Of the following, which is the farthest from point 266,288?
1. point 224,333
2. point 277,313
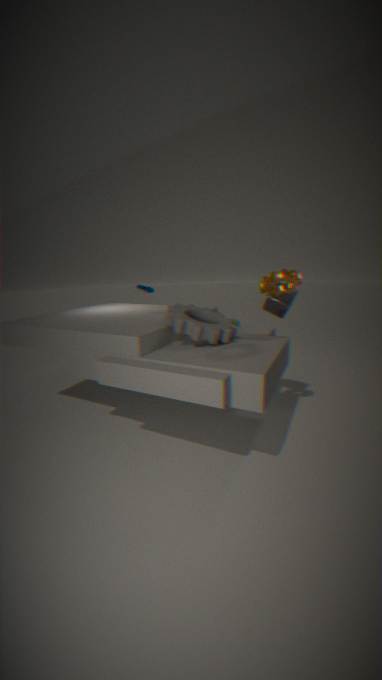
point 224,333
